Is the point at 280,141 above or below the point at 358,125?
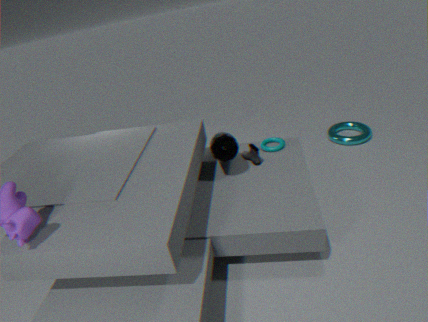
above
